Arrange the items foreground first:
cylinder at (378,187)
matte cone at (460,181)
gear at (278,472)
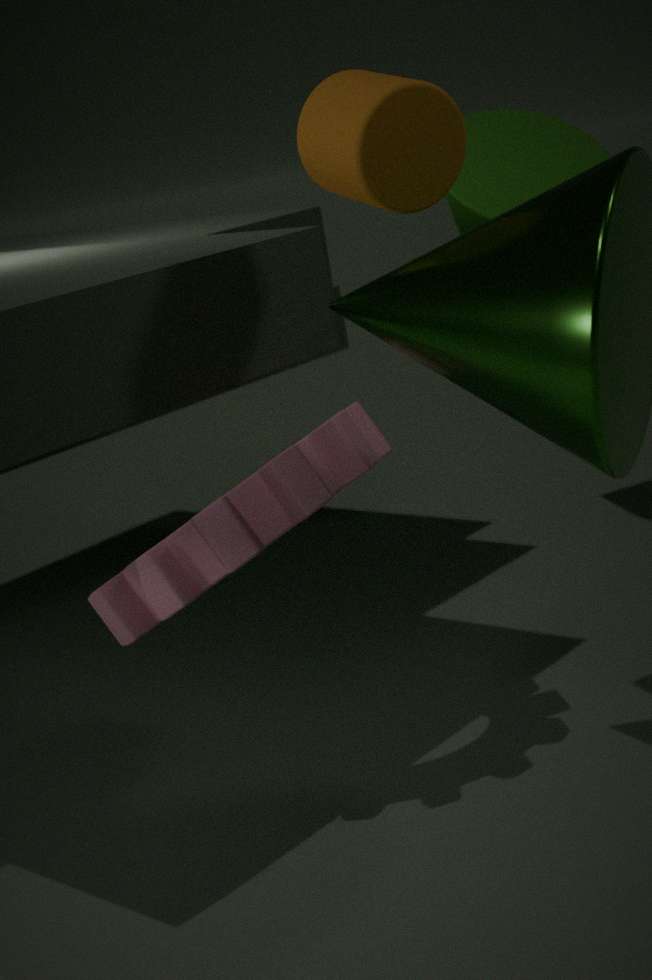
cylinder at (378,187)
gear at (278,472)
matte cone at (460,181)
